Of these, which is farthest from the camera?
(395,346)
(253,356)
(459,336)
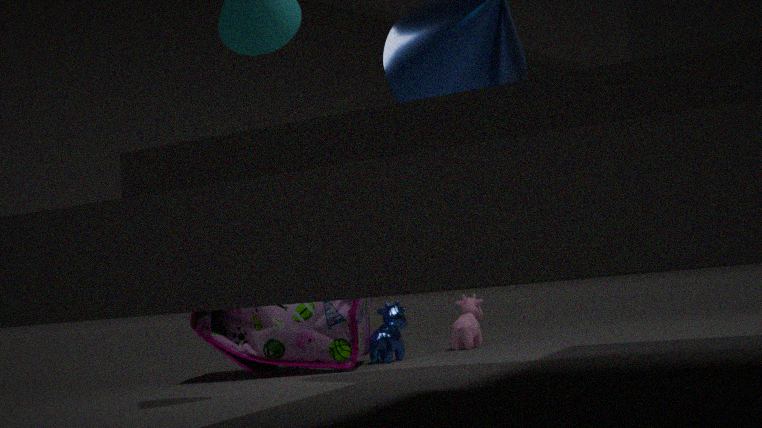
(459,336)
